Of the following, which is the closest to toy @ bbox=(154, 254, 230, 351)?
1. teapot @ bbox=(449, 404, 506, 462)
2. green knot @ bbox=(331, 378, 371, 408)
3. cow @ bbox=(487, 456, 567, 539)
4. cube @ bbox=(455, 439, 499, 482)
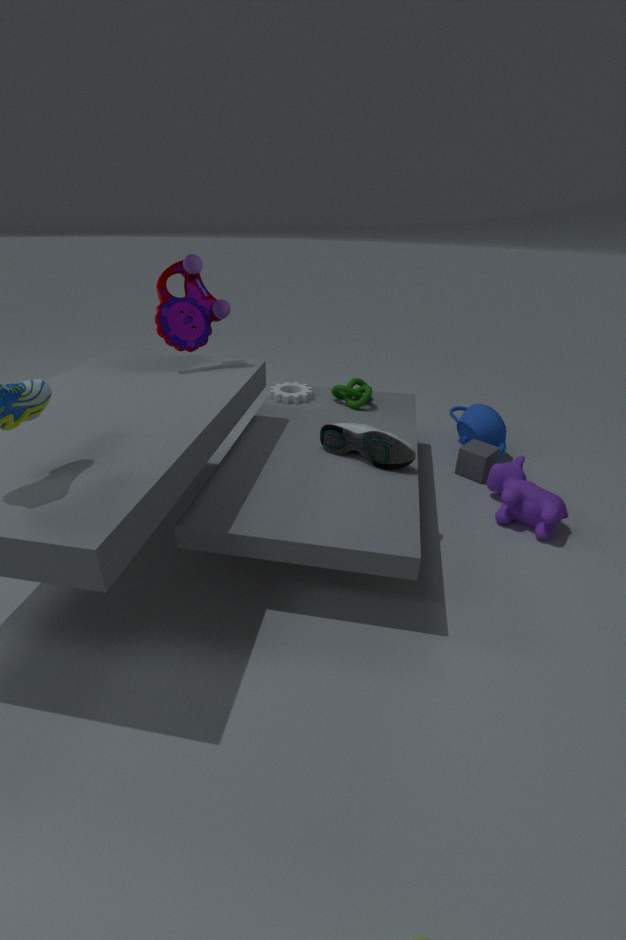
green knot @ bbox=(331, 378, 371, 408)
